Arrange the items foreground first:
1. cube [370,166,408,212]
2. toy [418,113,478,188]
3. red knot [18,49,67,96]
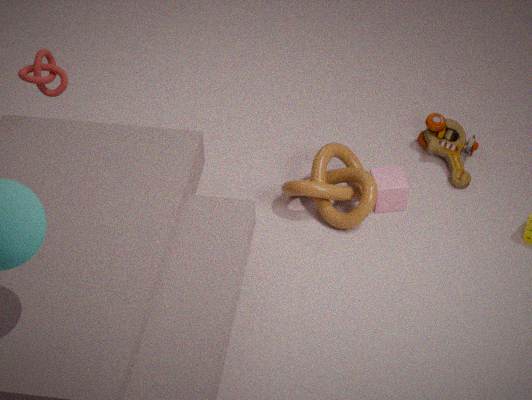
cube [370,166,408,212], red knot [18,49,67,96], toy [418,113,478,188]
